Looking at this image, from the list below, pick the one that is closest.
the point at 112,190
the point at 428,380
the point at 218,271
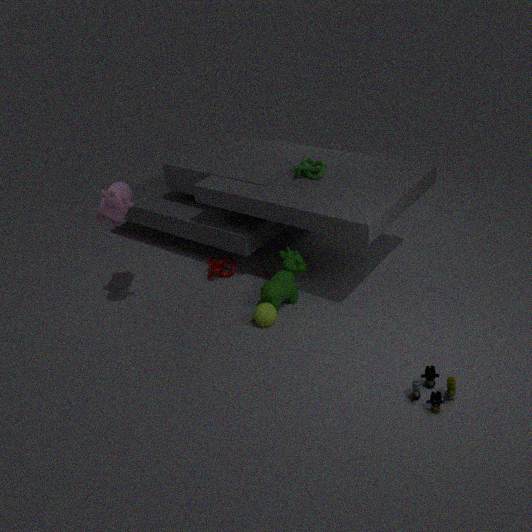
the point at 428,380
